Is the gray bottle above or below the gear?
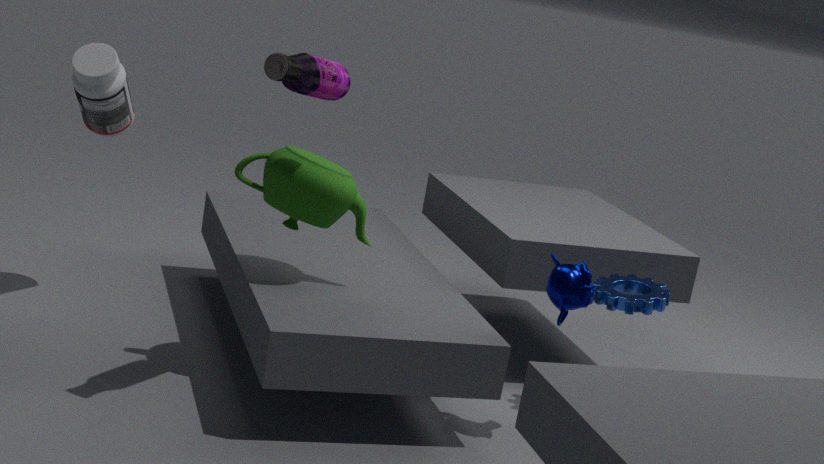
above
